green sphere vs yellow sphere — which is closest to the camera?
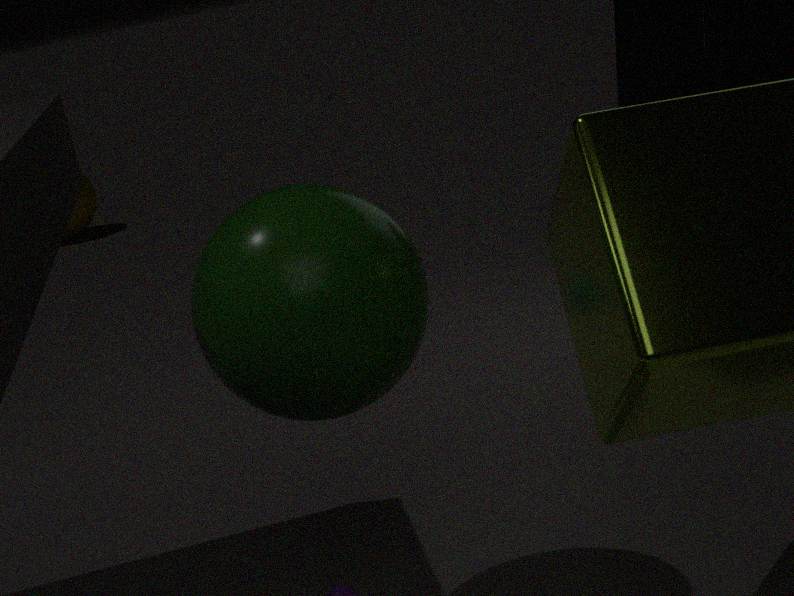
green sphere
